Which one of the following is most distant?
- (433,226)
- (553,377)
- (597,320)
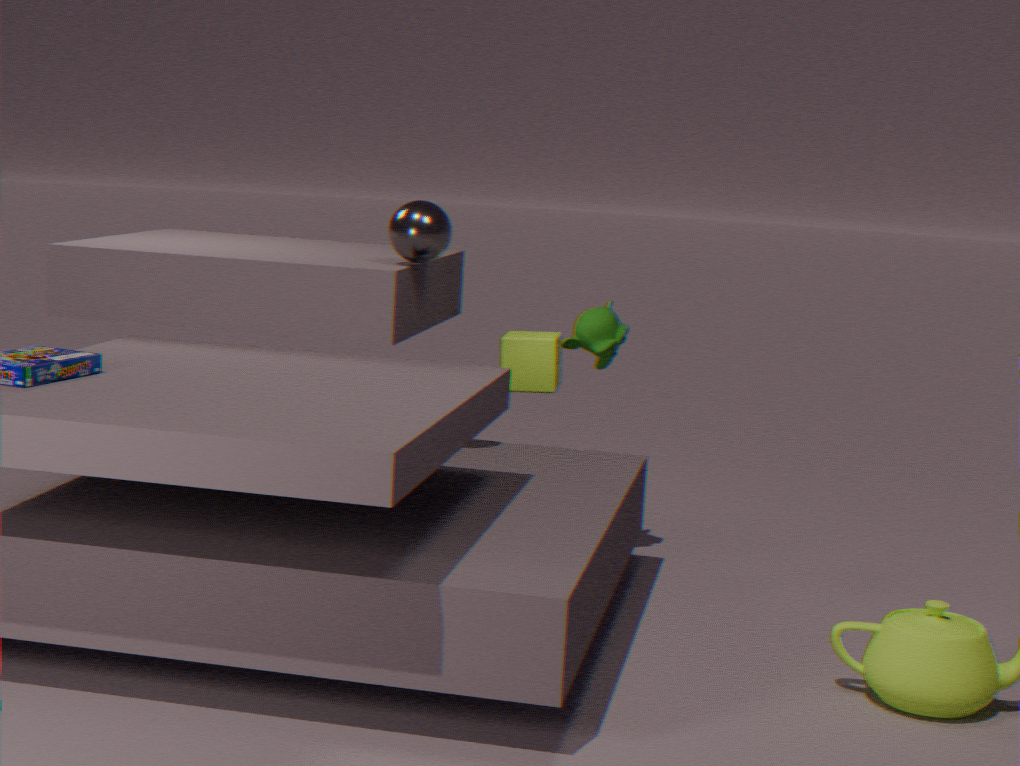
(553,377)
